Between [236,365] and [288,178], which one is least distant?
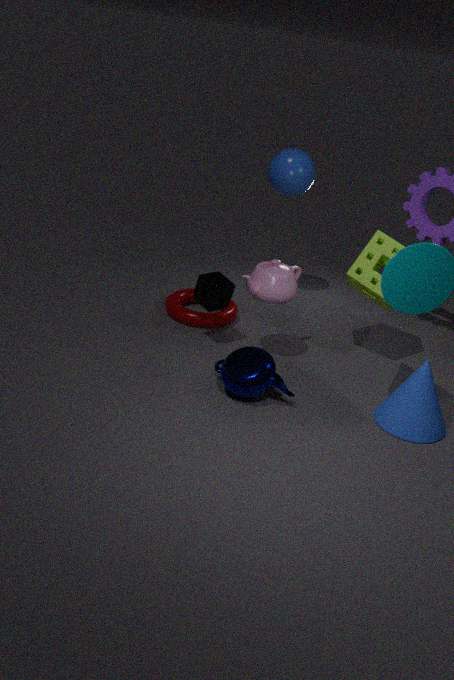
[236,365]
